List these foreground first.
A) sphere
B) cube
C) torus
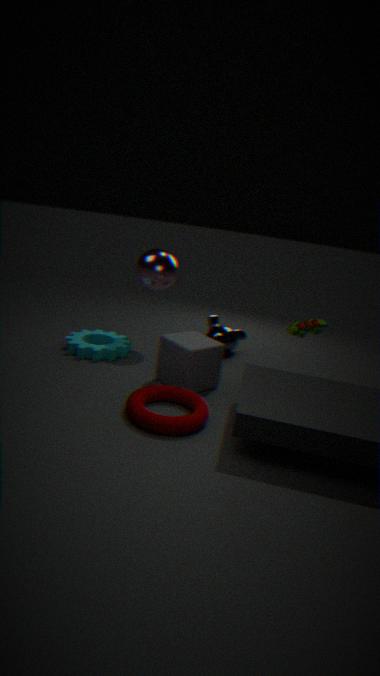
torus < cube < sphere
